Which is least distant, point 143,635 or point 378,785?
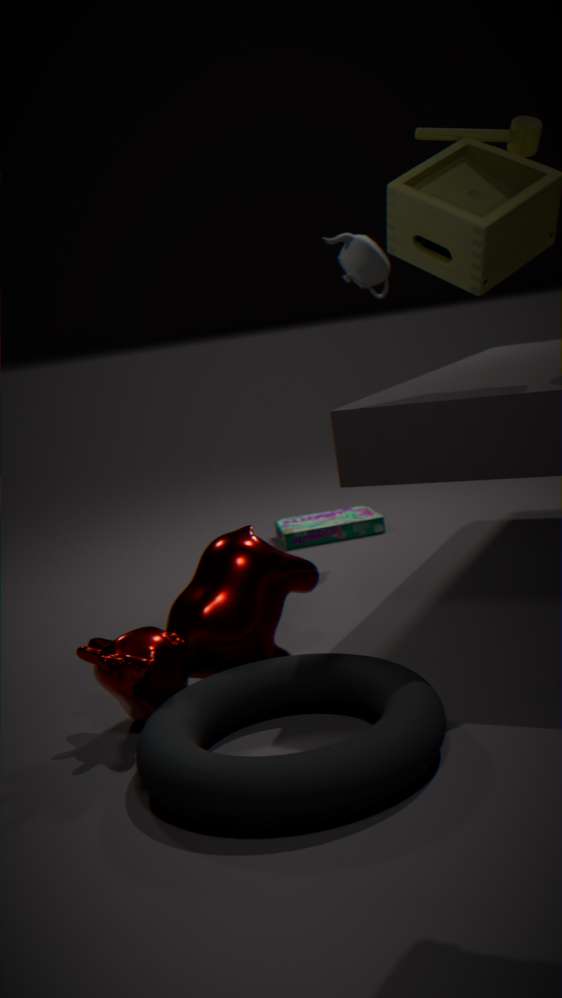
point 378,785
